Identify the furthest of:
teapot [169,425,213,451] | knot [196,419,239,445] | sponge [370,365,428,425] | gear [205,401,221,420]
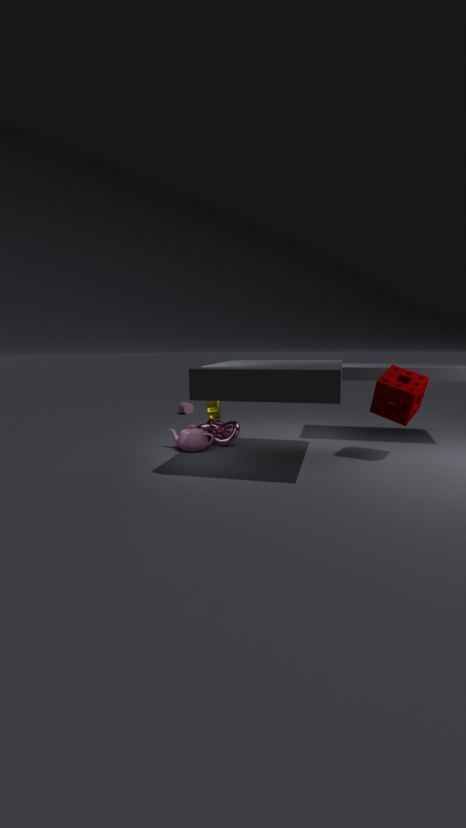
knot [196,419,239,445]
